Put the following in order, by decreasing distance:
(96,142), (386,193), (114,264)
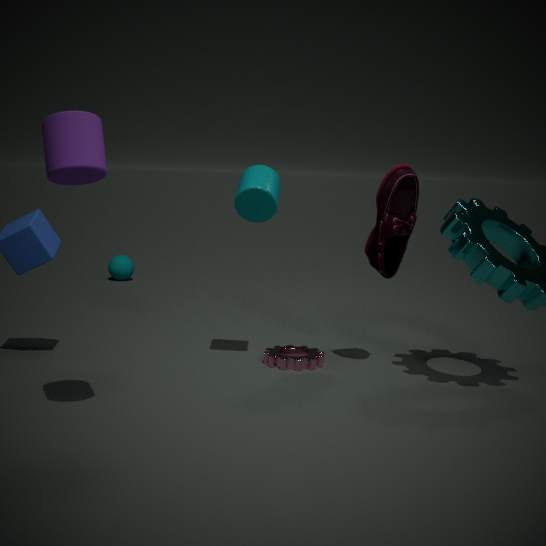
(114,264) < (386,193) < (96,142)
